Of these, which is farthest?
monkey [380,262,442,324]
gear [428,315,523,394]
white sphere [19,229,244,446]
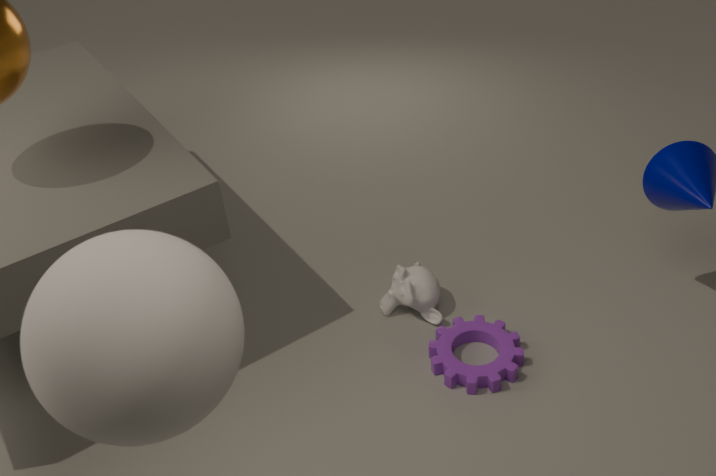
monkey [380,262,442,324]
